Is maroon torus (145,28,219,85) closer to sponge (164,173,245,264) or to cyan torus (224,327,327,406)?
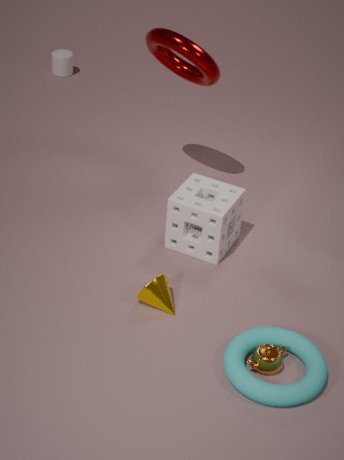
sponge (164,173,245,264)
